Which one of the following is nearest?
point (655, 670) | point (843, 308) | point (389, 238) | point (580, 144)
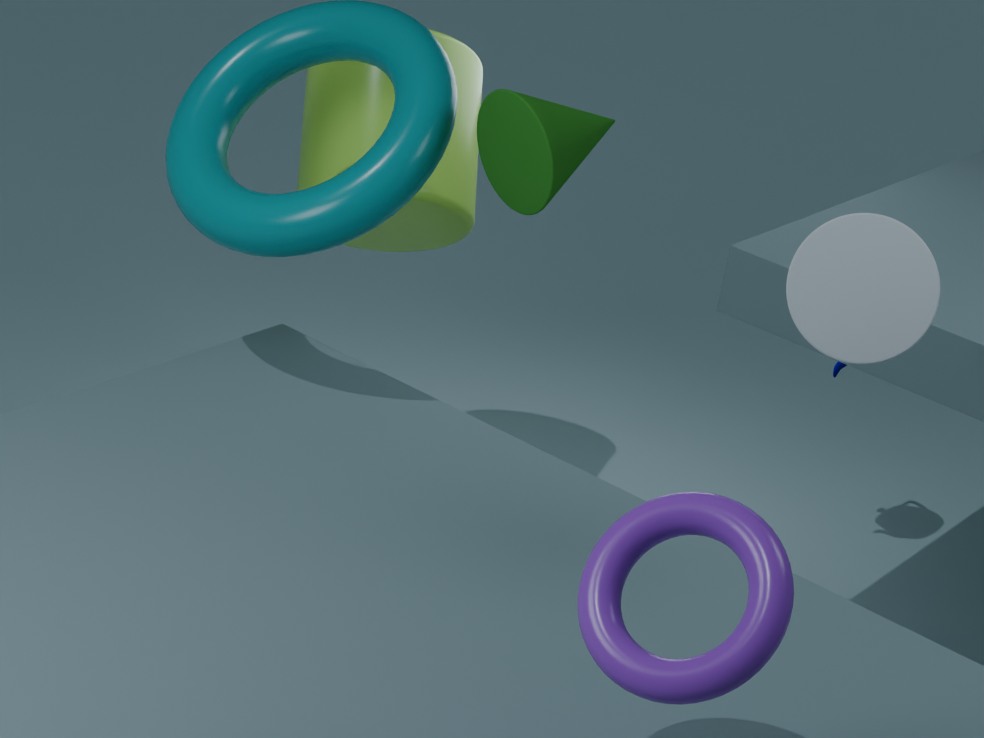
point (655, 670)
